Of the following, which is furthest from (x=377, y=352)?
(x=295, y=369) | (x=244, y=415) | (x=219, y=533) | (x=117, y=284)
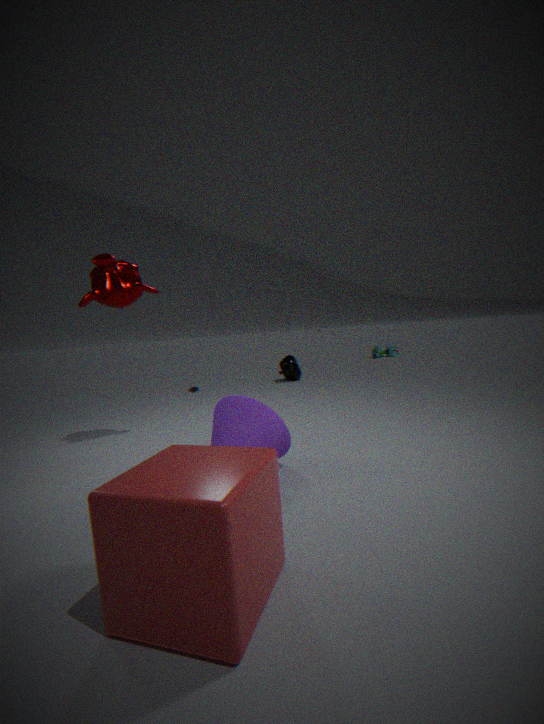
(x=219, y=533)
